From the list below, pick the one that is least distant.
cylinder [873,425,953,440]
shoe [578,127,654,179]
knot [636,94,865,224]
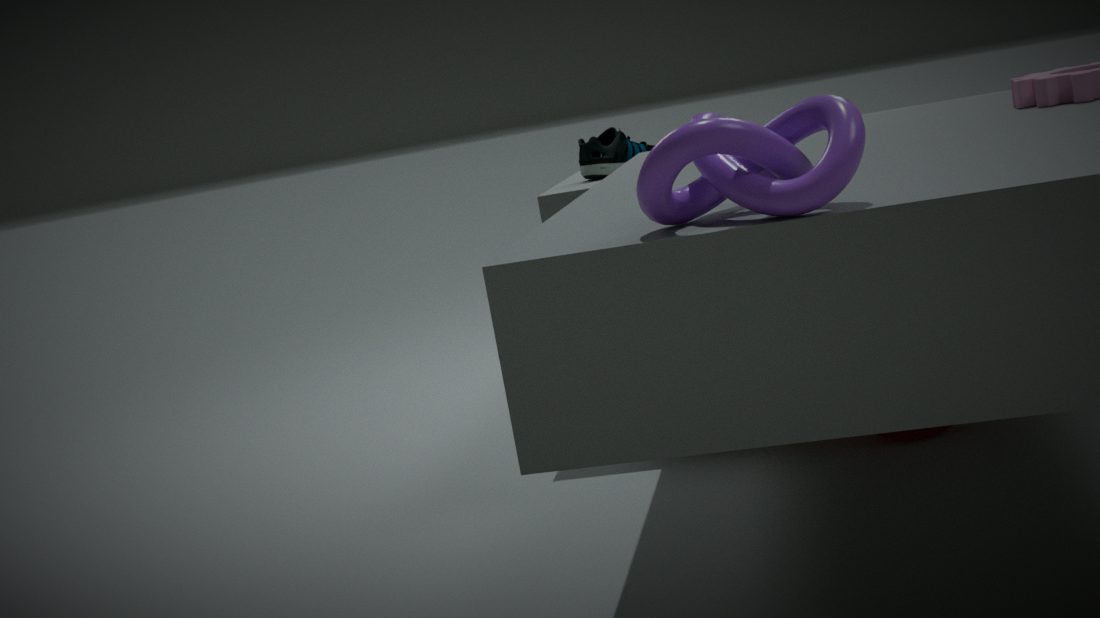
knot [636,94,865,224]
